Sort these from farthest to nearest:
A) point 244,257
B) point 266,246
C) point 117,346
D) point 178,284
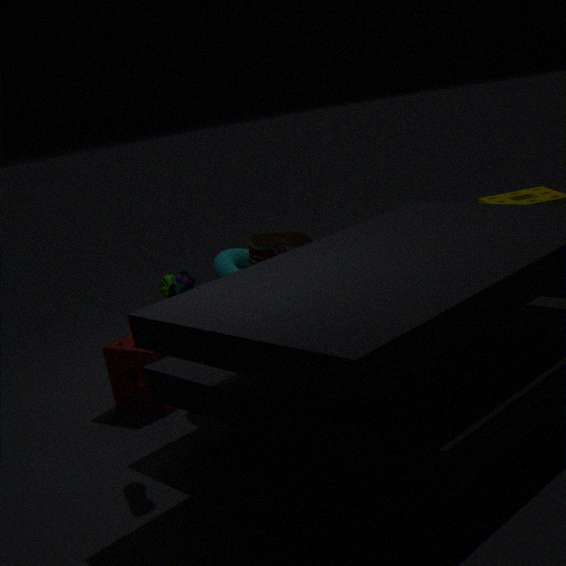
1. point 244,257
2. point 117,346
3. point 266,246
4. point 178,284
